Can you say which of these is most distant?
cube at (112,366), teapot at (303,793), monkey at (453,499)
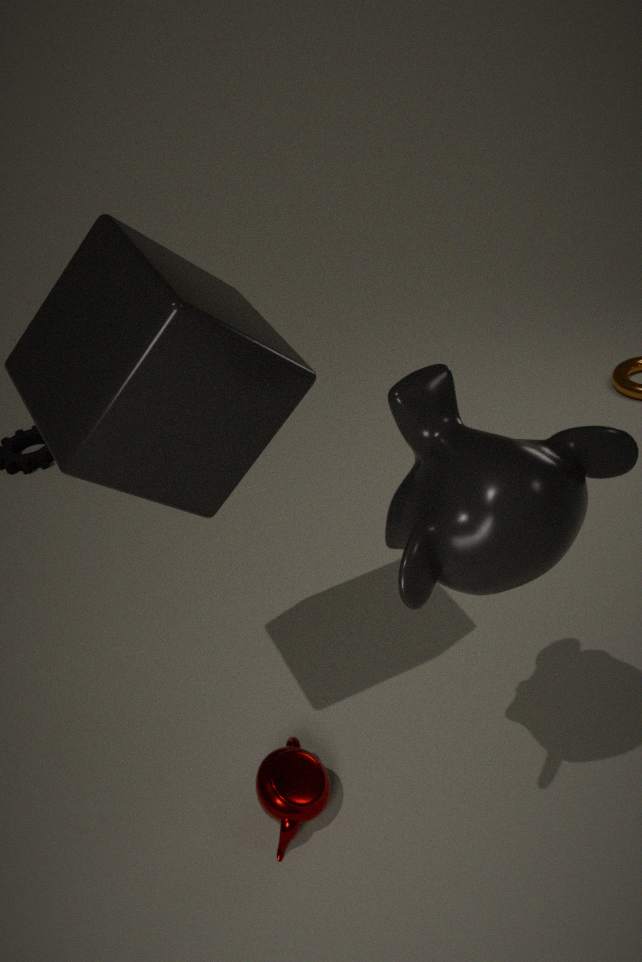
teapot at (303,793)
